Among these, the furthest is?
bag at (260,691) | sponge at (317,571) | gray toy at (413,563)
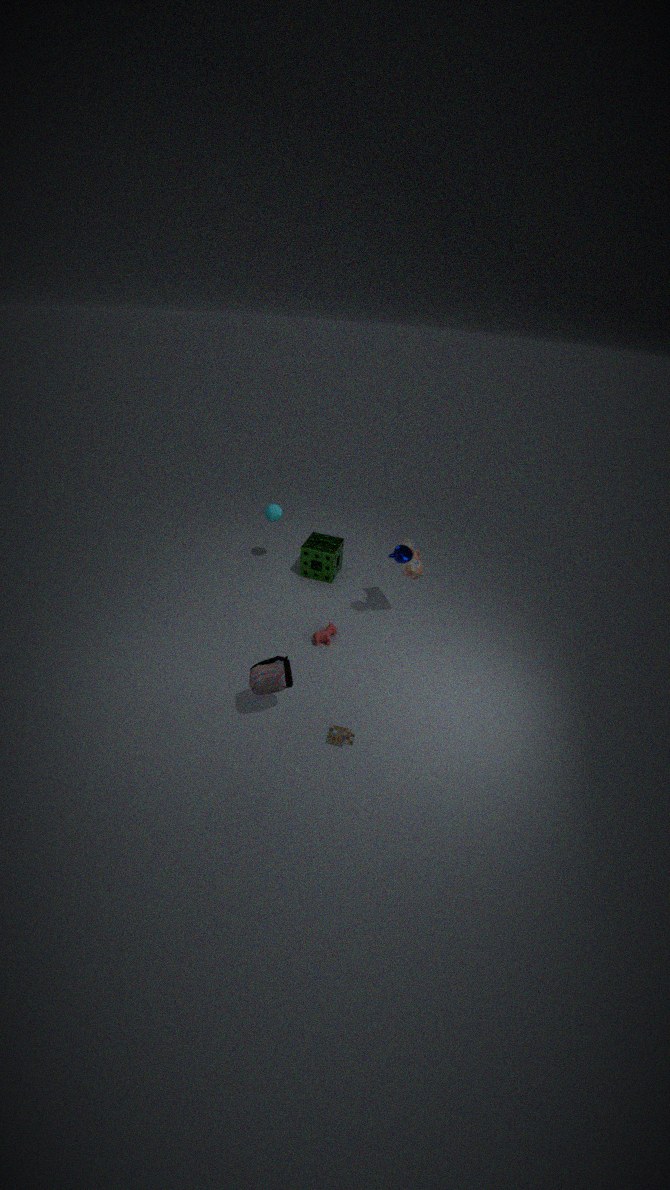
sponge at (317,571)
